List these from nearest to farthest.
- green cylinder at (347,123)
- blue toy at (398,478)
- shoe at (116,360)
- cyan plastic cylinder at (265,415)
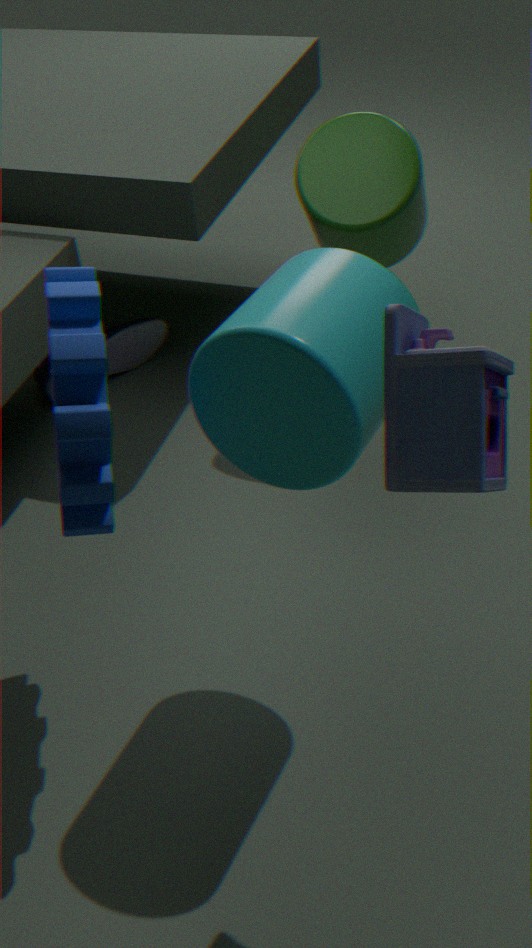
blue toy at (398,478) < cyan plastic cylinder at (265,415) < green cylinder at (347,123) < shoe at (116,360)
